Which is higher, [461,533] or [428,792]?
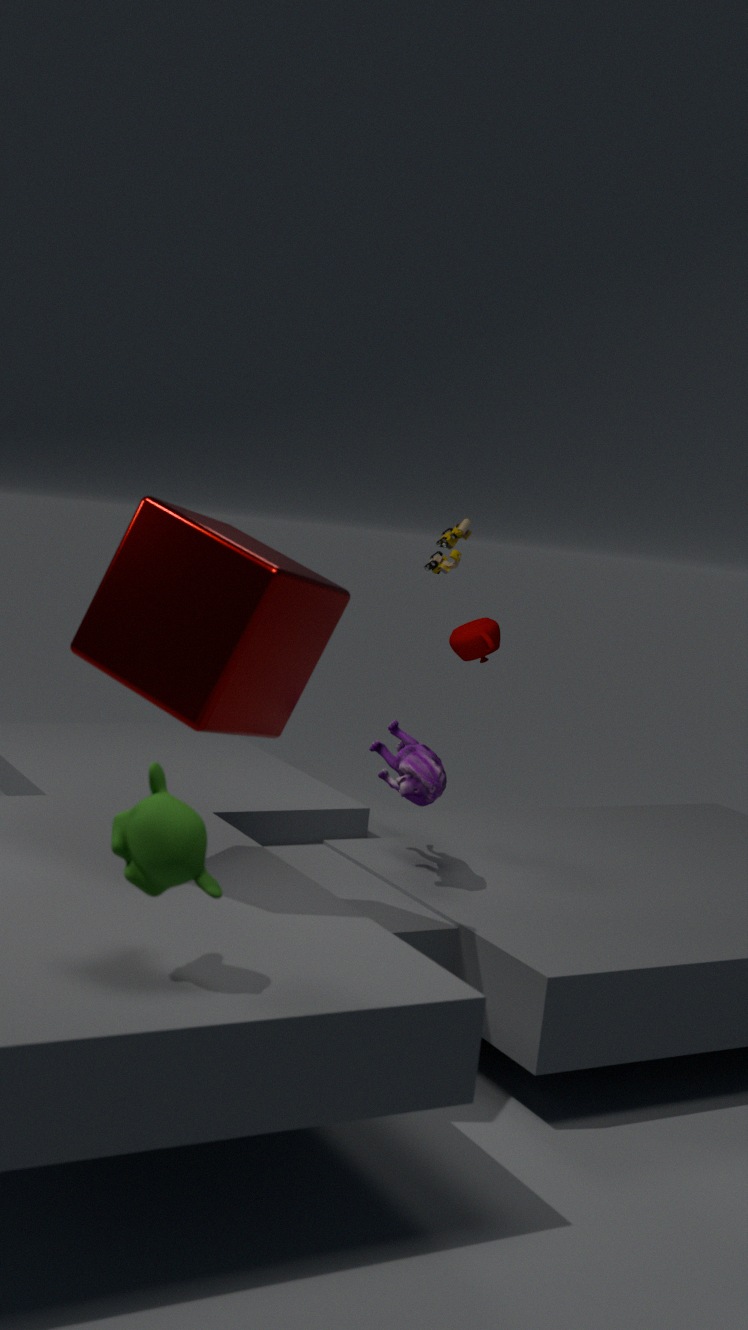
[461,533]
